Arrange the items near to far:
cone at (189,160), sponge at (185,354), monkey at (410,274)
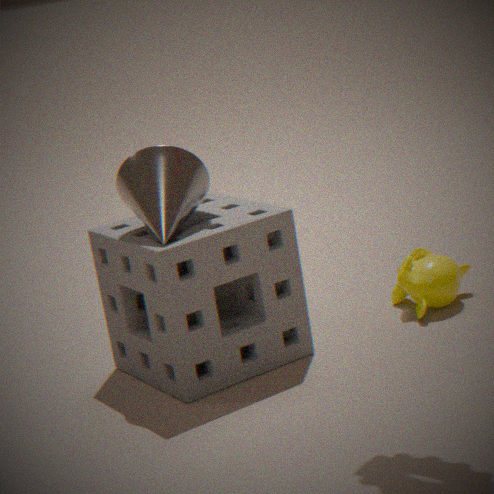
1. cone at (189,160)
2. sponge at (185,354)
3. monkey at (410,274)
